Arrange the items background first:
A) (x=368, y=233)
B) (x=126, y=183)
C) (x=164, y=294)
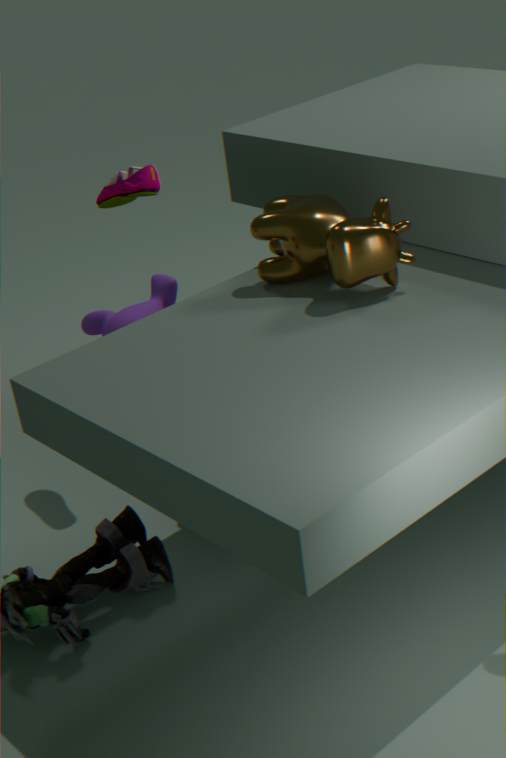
1. (x=164, y=294)
2. (x=126, y=183)
3. (x=368, y=233)
